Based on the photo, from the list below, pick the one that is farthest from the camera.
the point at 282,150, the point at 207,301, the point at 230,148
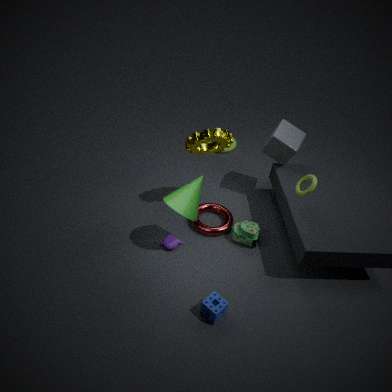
the point at 230,148
